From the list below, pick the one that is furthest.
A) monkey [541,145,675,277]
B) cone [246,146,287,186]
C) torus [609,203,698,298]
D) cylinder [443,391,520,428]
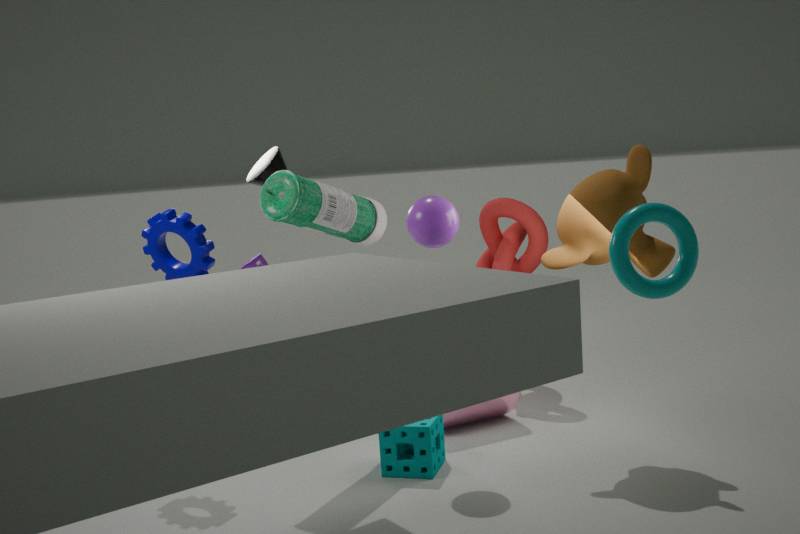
cone [246,146,287,186]
